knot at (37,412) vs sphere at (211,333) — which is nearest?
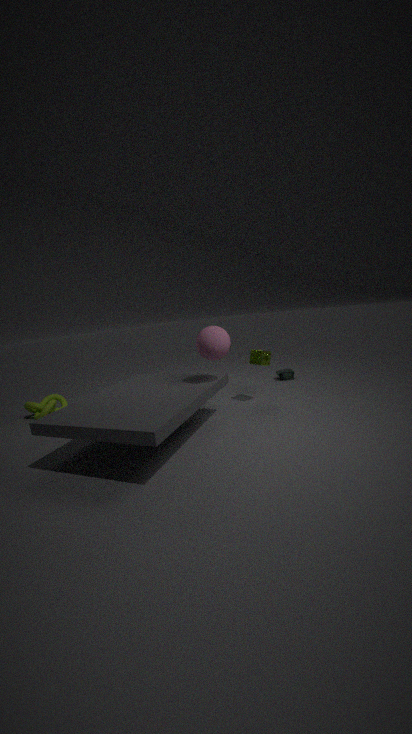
sphere at (211,333)
